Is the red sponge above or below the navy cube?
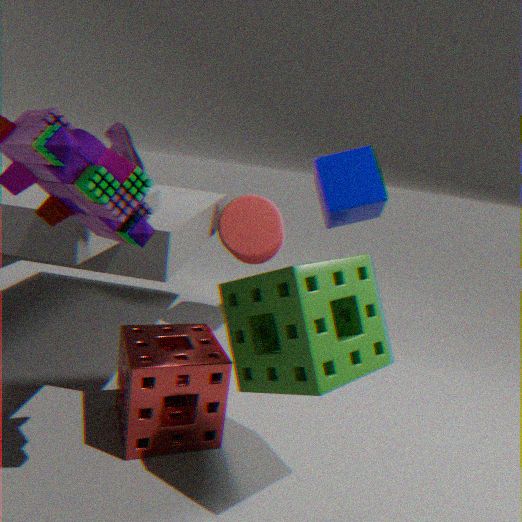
below
